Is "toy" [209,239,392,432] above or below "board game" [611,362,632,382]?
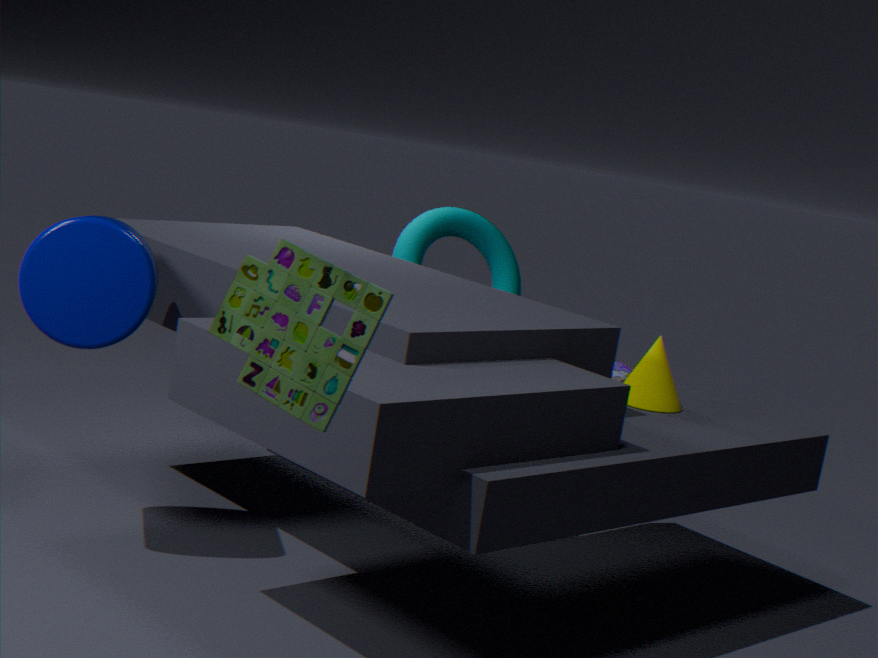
above
